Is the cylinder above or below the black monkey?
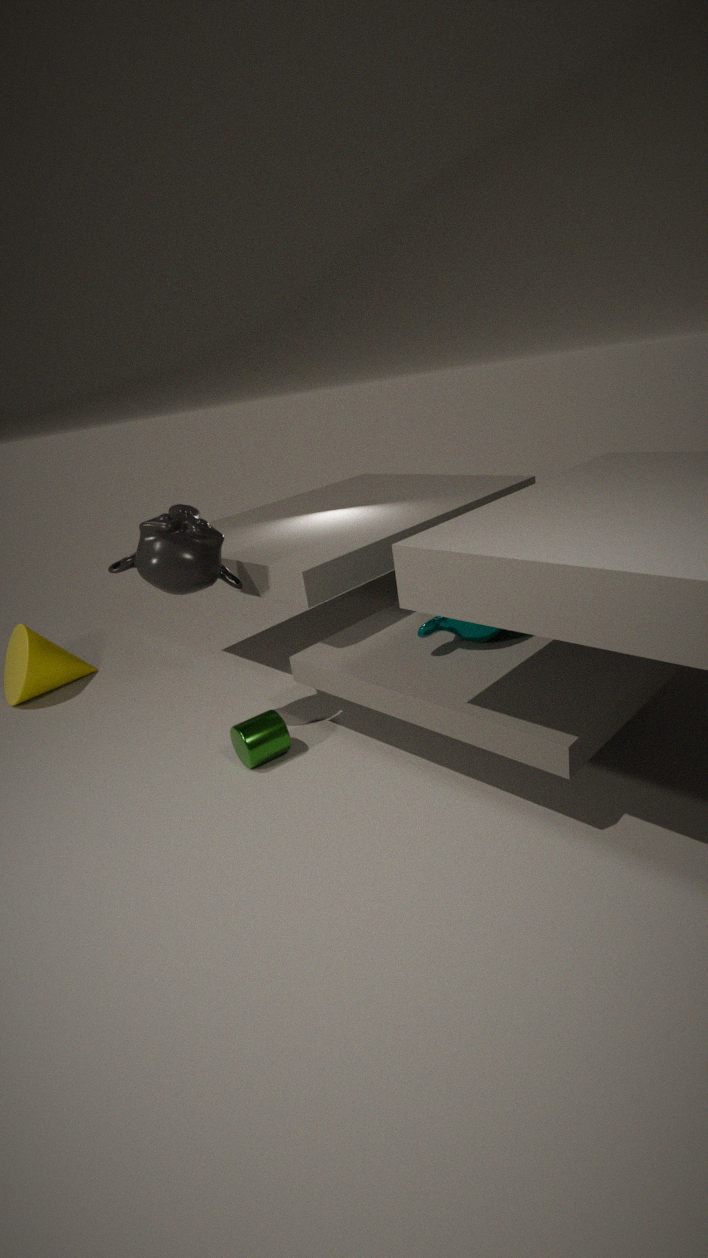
below
